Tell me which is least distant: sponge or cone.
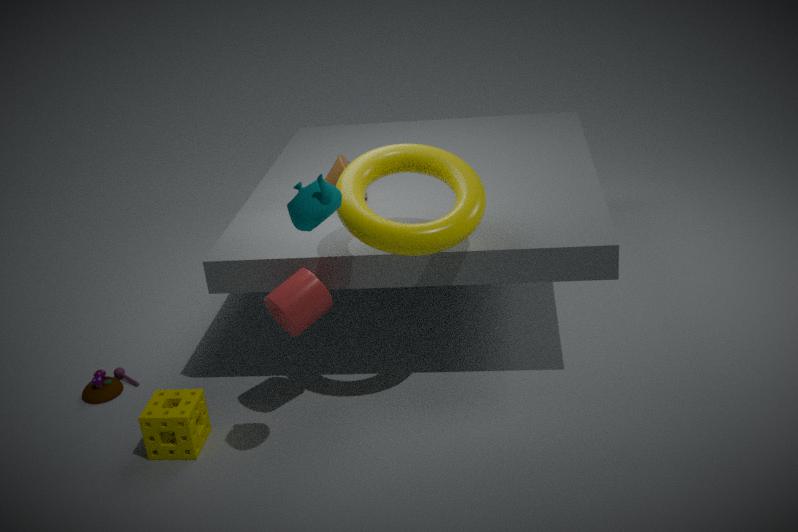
sponge
